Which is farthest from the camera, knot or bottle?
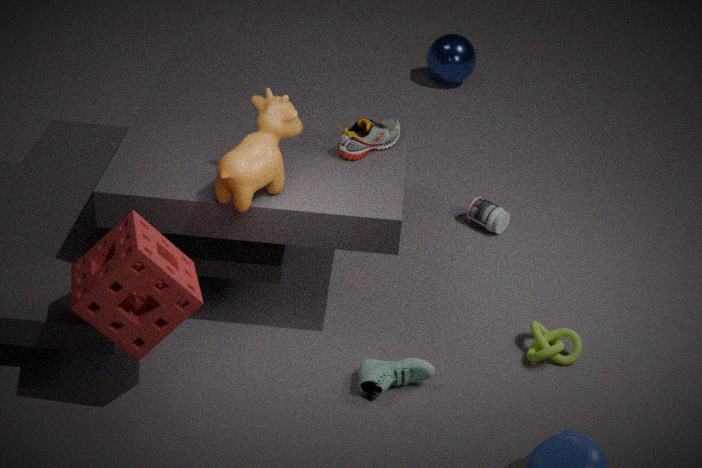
bottle
